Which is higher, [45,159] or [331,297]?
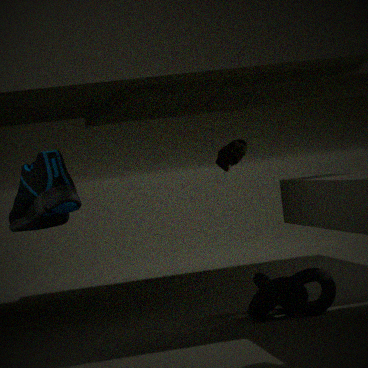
[45,159]
